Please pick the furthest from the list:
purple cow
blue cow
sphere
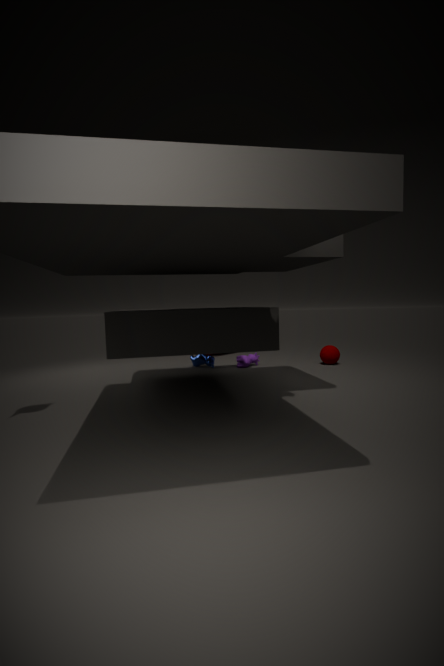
blue cow
